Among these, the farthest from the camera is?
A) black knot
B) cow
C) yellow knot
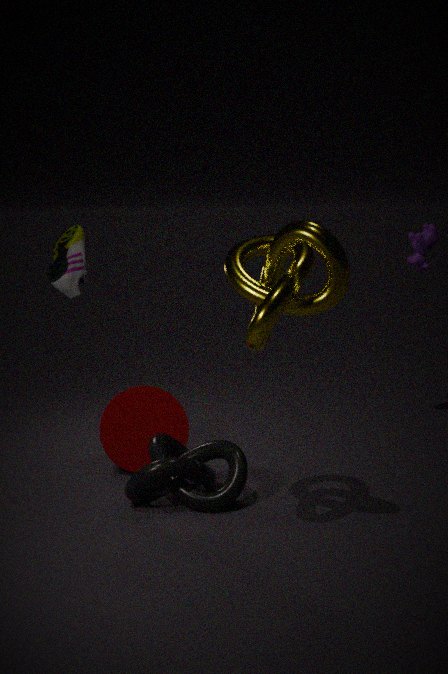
cow
